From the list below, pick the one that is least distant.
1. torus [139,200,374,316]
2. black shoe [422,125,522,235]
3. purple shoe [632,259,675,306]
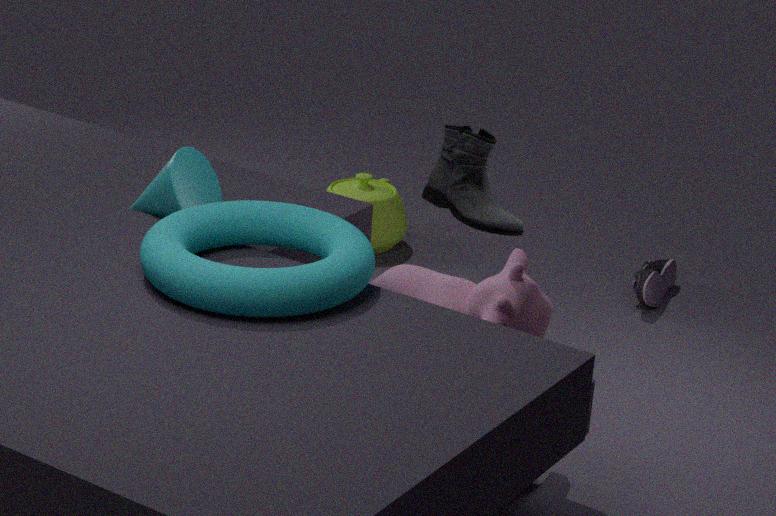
torus [139,200,374,316]
